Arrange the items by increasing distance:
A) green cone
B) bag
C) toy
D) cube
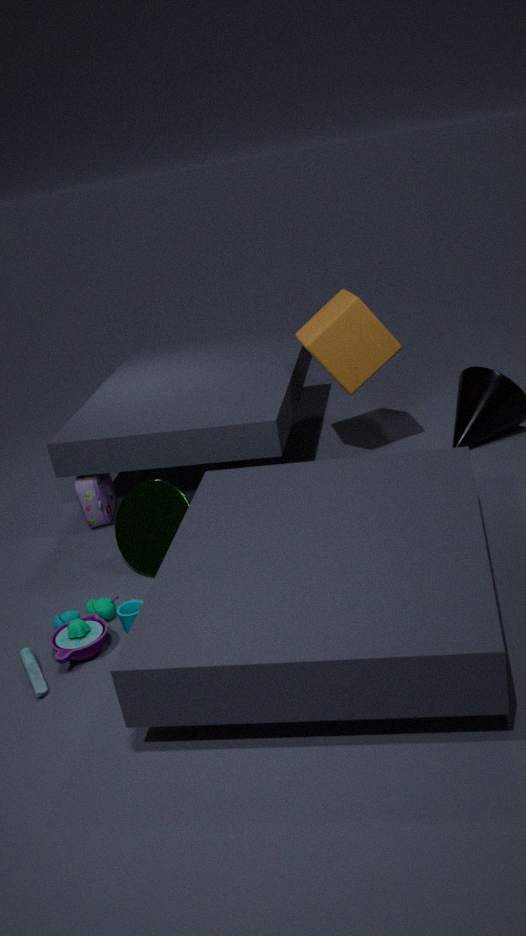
toy
green cone
cube
bag
